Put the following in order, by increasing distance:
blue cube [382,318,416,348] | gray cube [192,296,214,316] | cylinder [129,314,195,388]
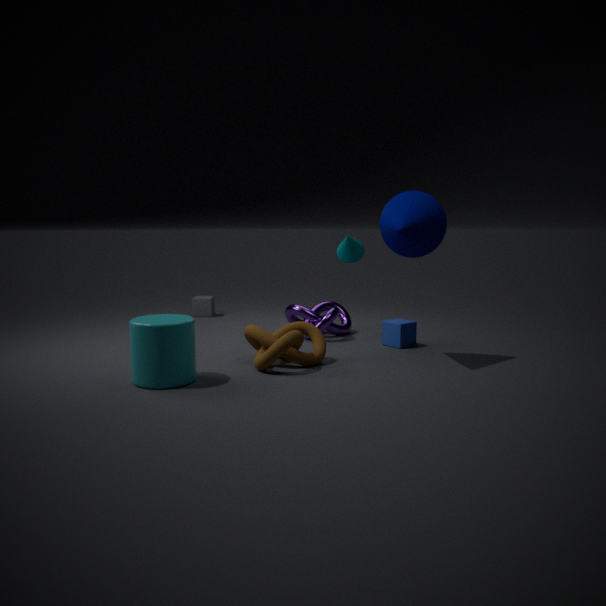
cylinder [129,314,195,388] → blue cube [382,318,416,348] → gray cube [192,296,214,316]
